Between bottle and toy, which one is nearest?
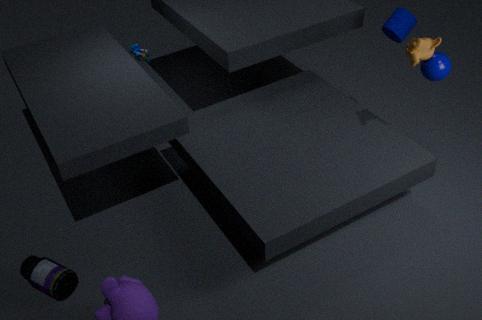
bottle
